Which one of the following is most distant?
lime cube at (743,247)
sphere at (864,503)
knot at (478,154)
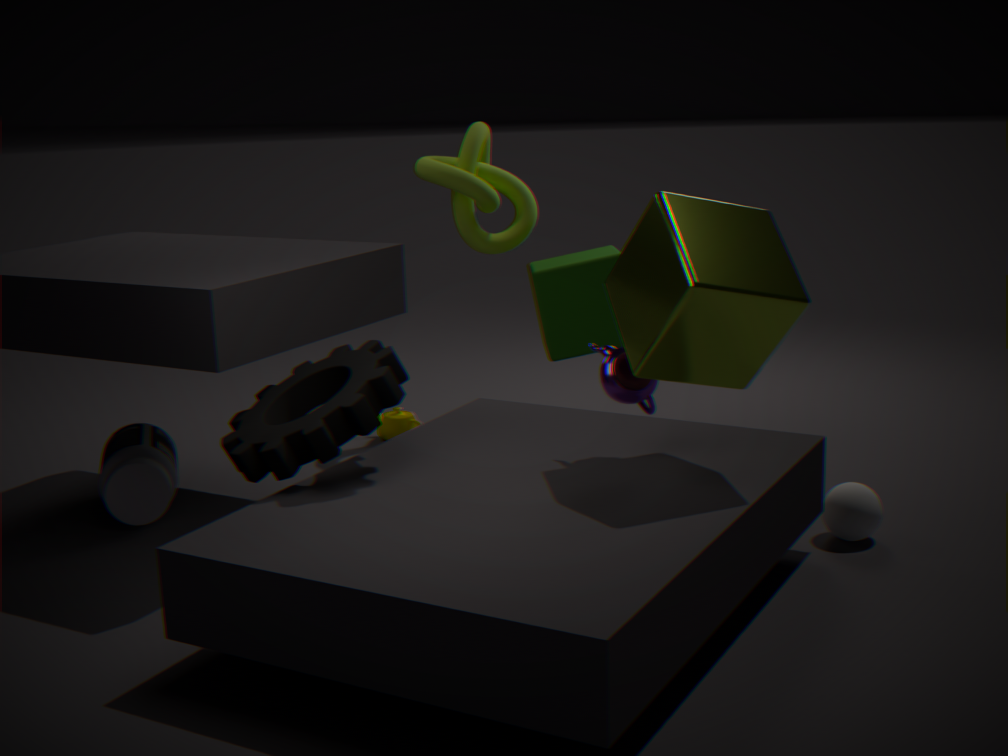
knot at (478,154)
